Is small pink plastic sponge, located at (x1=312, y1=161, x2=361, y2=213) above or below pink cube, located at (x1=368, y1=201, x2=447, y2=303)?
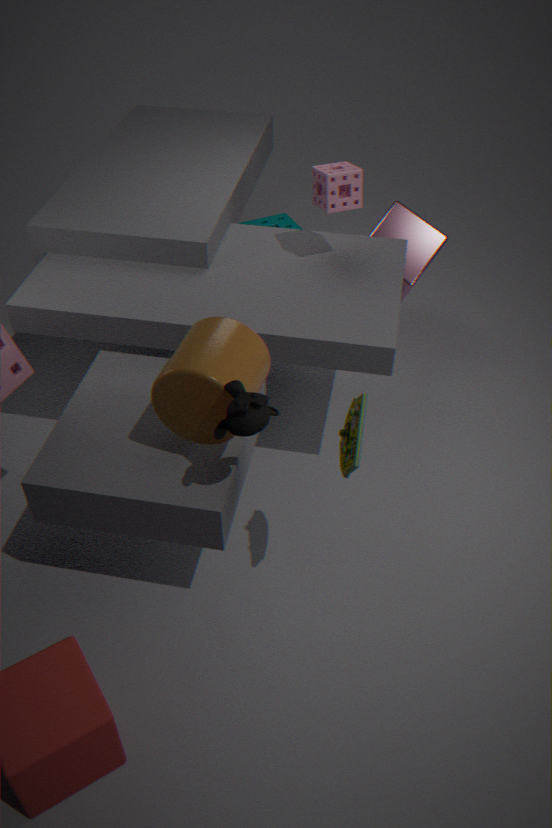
above
